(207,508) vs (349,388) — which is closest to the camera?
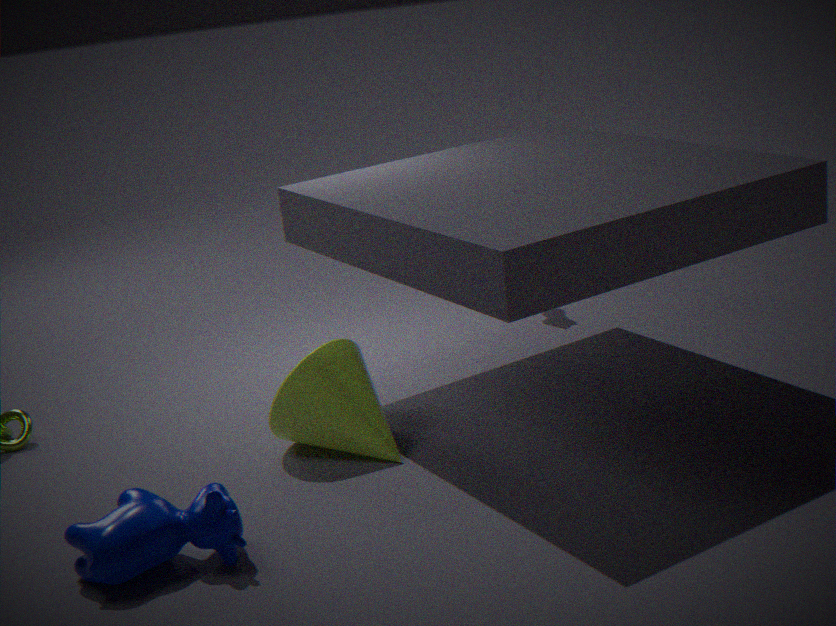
(207,508)
